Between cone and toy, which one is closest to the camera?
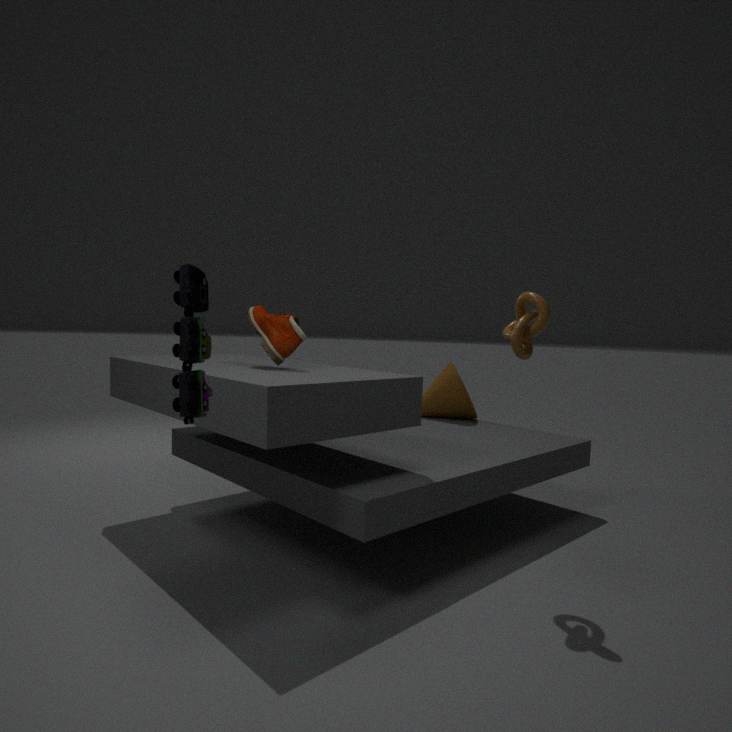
toy
